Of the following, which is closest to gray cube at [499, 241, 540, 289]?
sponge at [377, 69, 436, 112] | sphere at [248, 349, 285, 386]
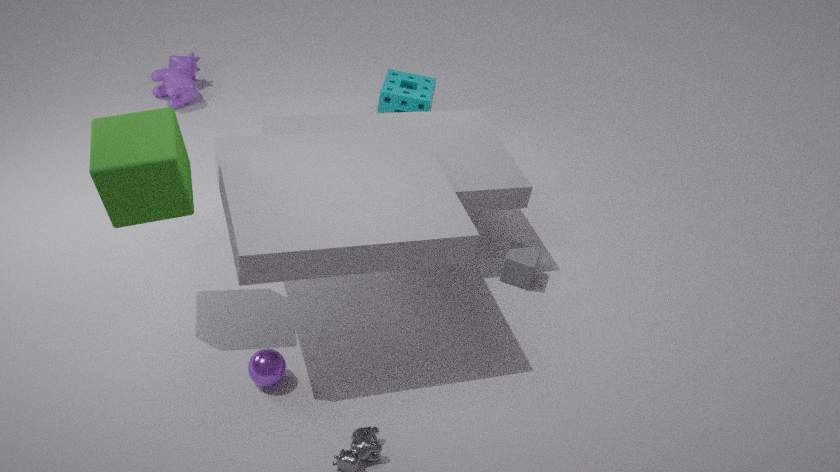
sponge at [377, 69, 436, 112]
